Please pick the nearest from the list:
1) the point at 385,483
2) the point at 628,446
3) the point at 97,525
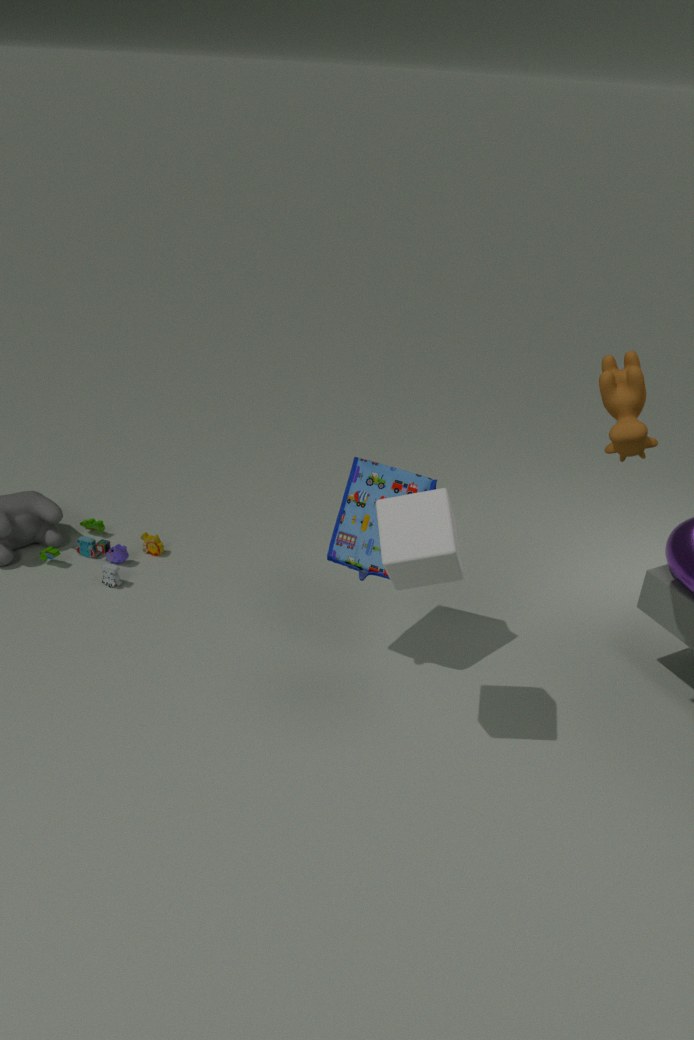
2. the point at 628,446
